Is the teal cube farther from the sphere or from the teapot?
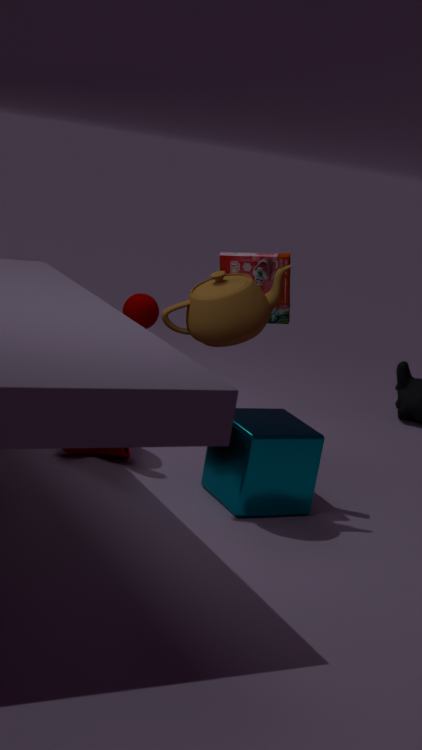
the sphere
